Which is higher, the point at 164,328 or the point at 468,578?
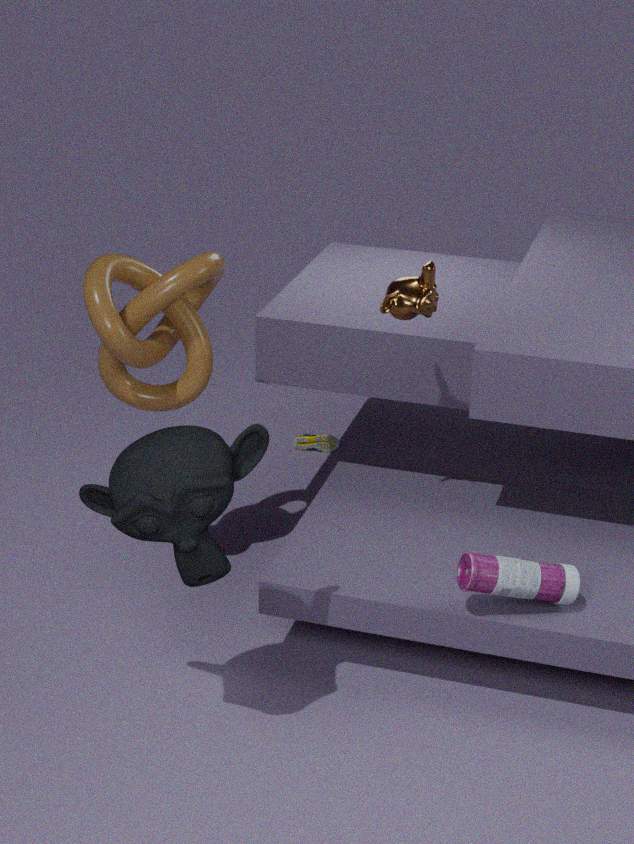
the point at 164,328
